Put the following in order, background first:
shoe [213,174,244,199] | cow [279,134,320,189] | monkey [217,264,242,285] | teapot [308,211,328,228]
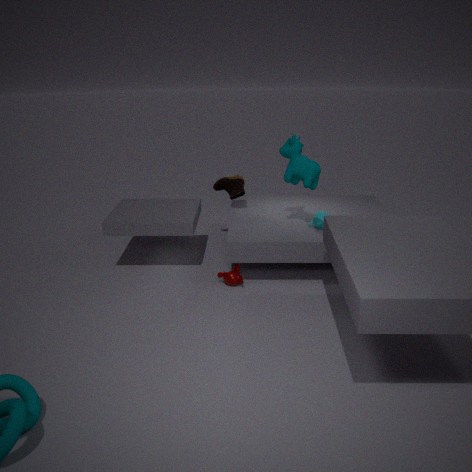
shoe [213,174,244,199] → teapot [308,211,328,228] → cow [279,134,320,189] → monkey [217,264,242,285]
